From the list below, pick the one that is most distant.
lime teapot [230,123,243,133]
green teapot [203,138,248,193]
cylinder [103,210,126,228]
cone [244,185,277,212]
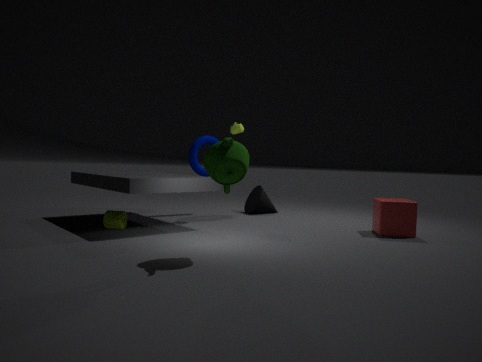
cone [244,185,277,212]
